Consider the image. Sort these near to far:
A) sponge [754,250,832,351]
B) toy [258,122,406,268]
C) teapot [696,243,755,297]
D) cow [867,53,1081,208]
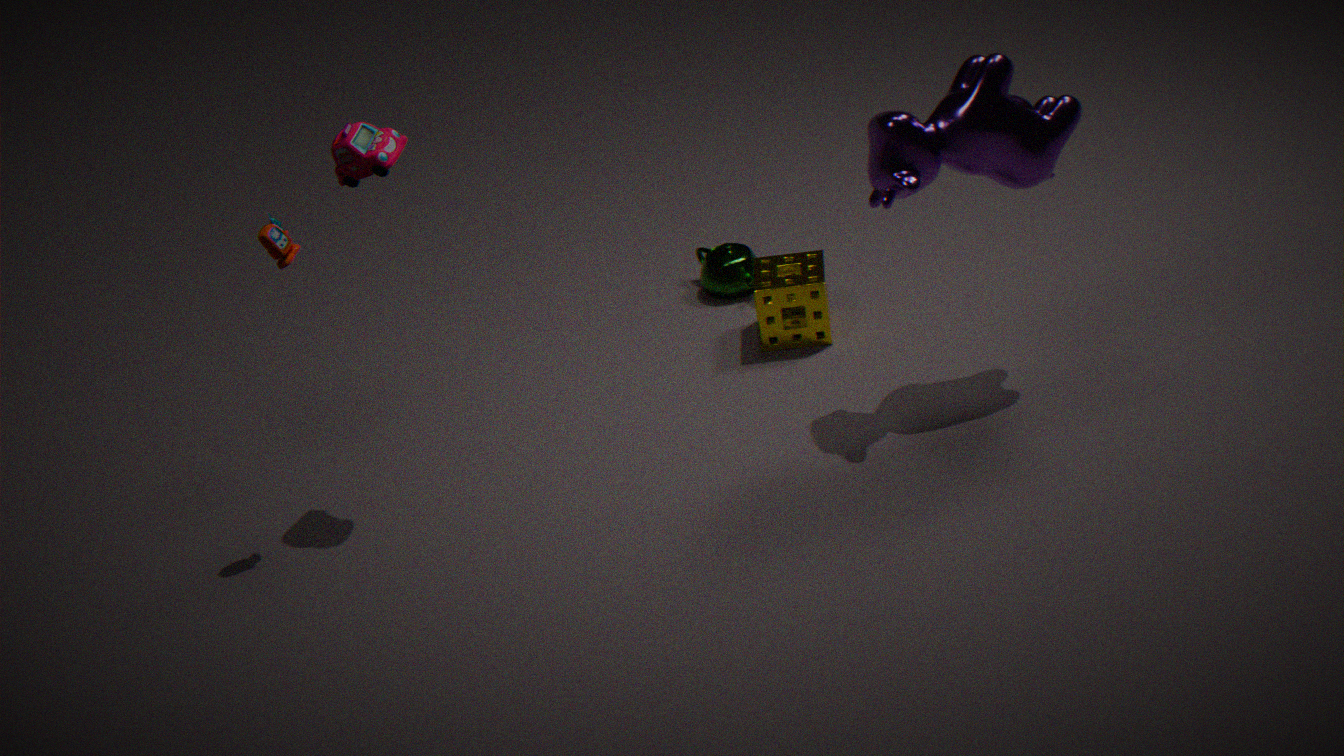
toy [258,122,406,268] < cow [867,53,1081,208] < sponge [754,250,832,351] < teapot [696,243,755,297]
